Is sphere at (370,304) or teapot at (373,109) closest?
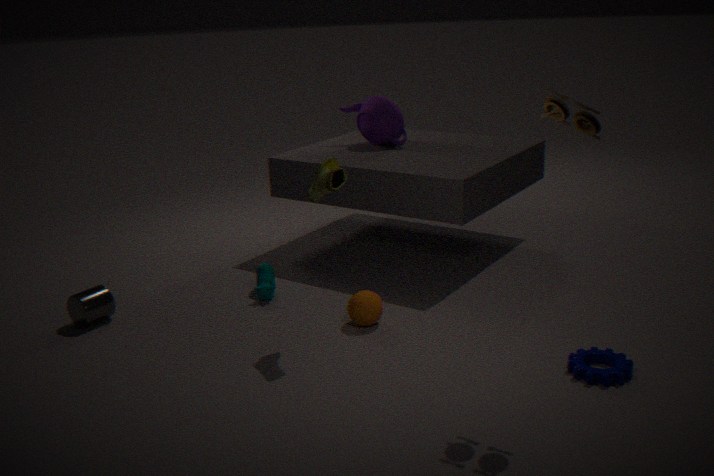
sphere at (370,304)
